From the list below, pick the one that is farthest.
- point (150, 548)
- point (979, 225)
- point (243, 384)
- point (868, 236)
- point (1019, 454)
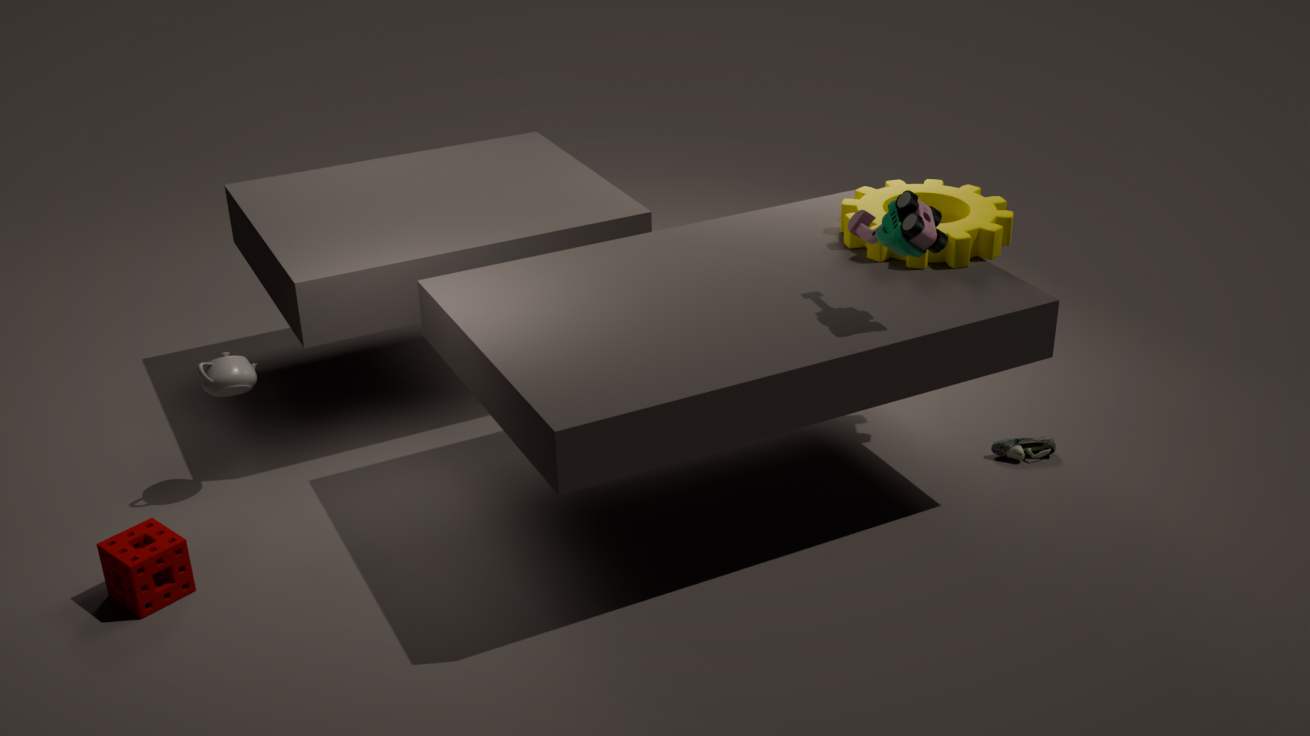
point (1019, 454)
